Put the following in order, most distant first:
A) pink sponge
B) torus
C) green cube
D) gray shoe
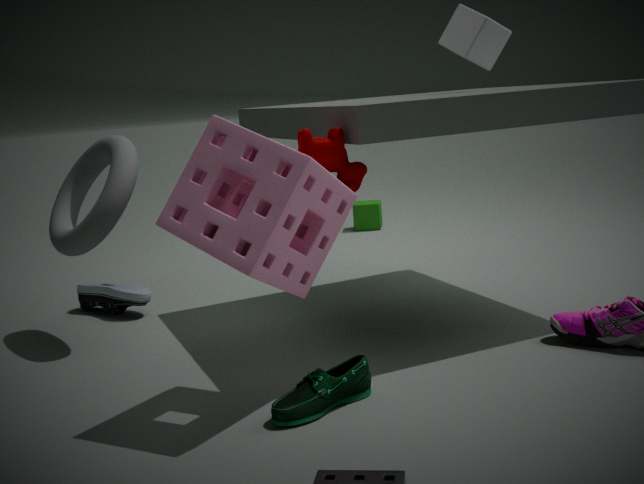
green cube
gray shoe
torus
pink sponge
